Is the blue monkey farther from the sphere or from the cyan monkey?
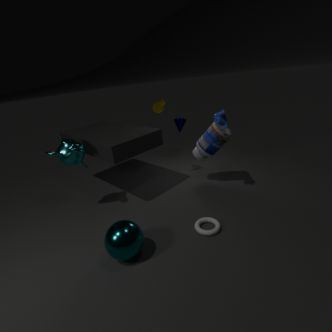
the cyan monkey
